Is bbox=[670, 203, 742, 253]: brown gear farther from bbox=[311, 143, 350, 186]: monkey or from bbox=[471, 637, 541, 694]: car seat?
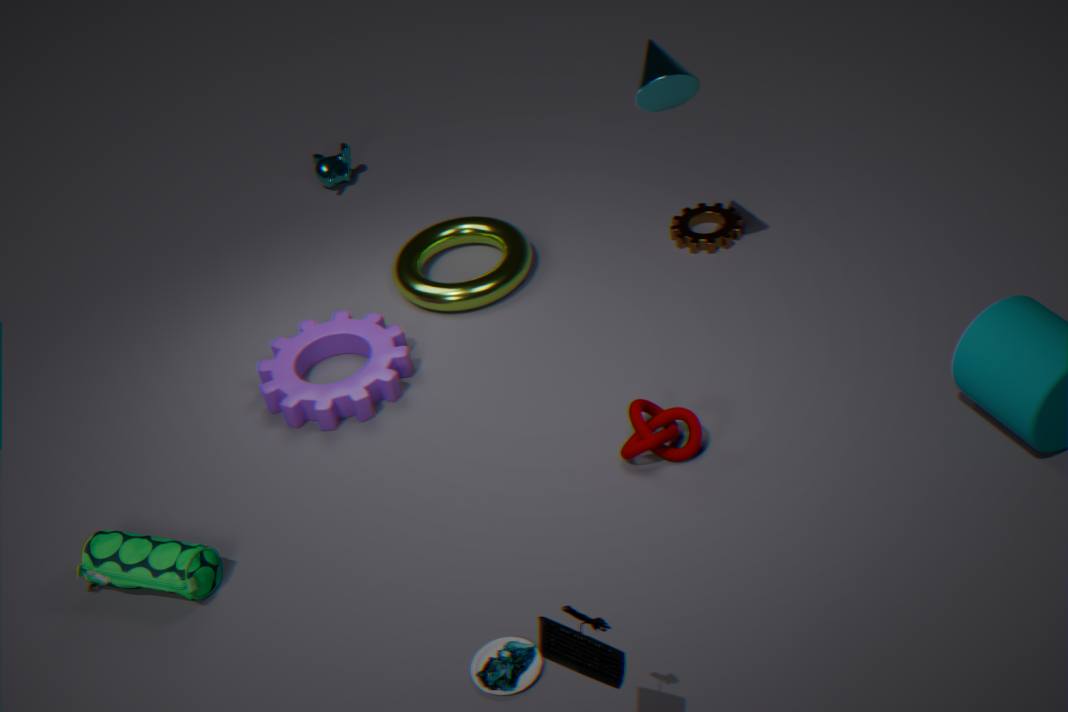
bbox=[471, 637, 541, 694]: car seat
